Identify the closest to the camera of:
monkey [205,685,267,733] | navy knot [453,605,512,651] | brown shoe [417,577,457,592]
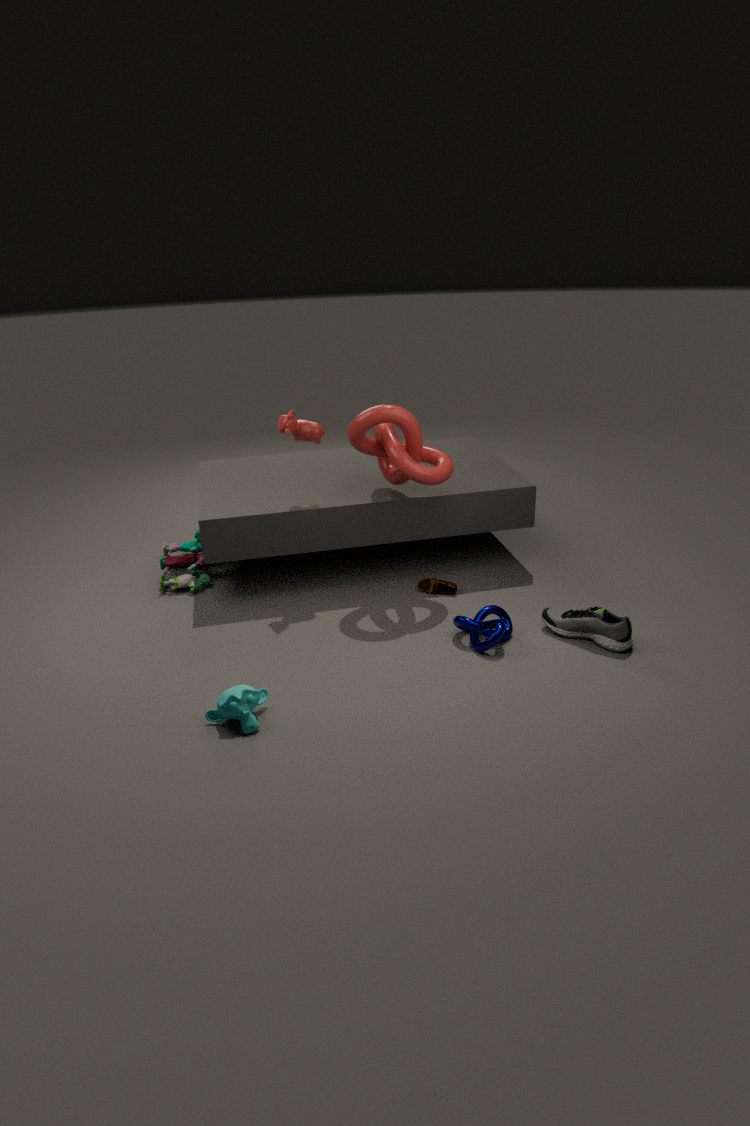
monkey [205,685,267,733]
